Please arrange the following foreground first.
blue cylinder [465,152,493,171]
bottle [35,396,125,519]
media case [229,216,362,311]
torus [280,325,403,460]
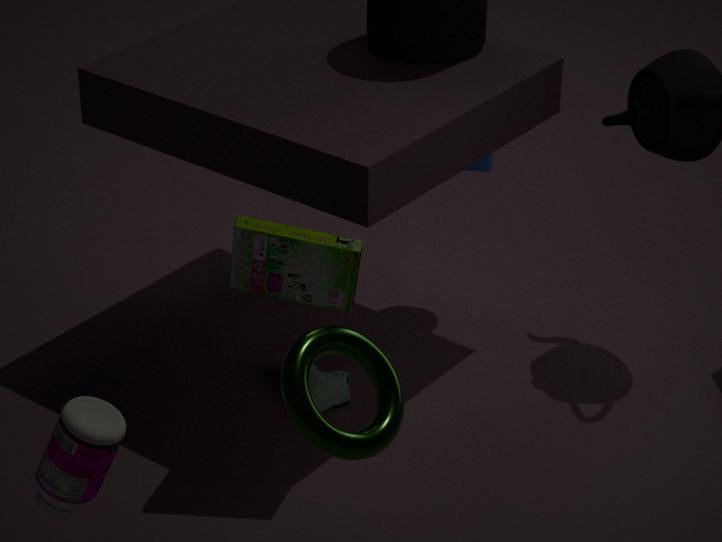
torus [280,325,403,460] → bottle [35,396,125,519] → media case [229,216,362,311] → blue cylinder [465,152,493,171]
